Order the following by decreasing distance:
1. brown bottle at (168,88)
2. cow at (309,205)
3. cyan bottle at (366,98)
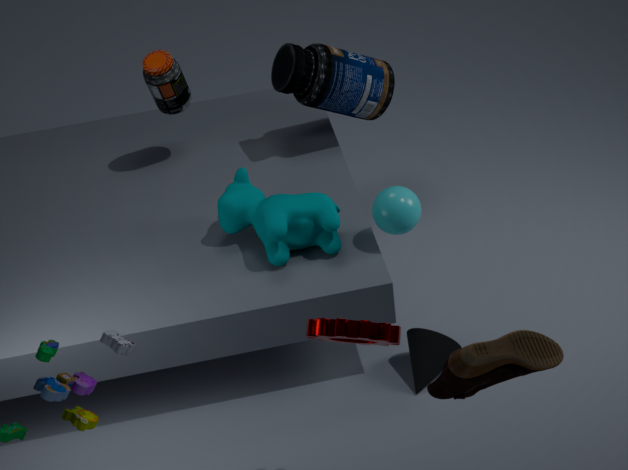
1. brown bottle at (168,88)
2. cyan bottle at (366,98)
3. cow at (309,205)
